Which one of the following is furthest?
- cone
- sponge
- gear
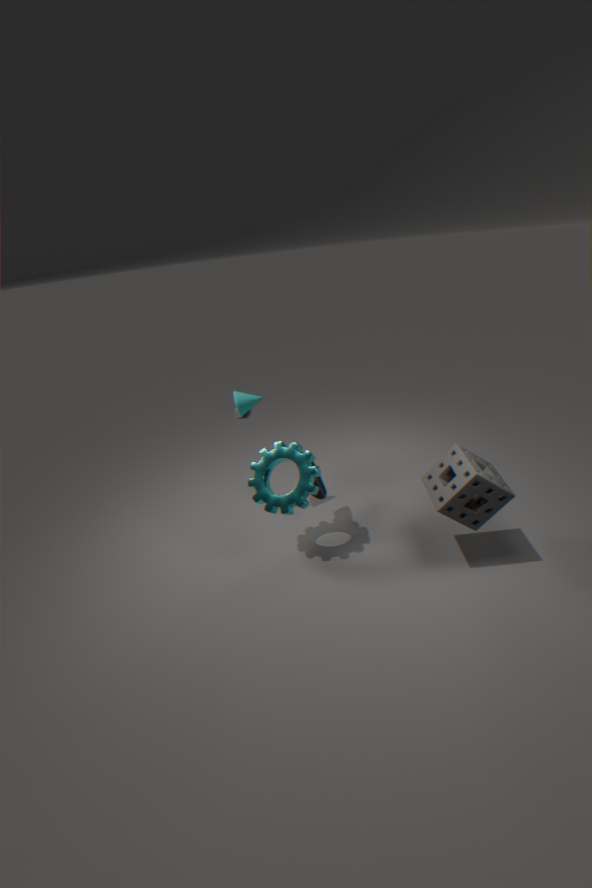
cone
